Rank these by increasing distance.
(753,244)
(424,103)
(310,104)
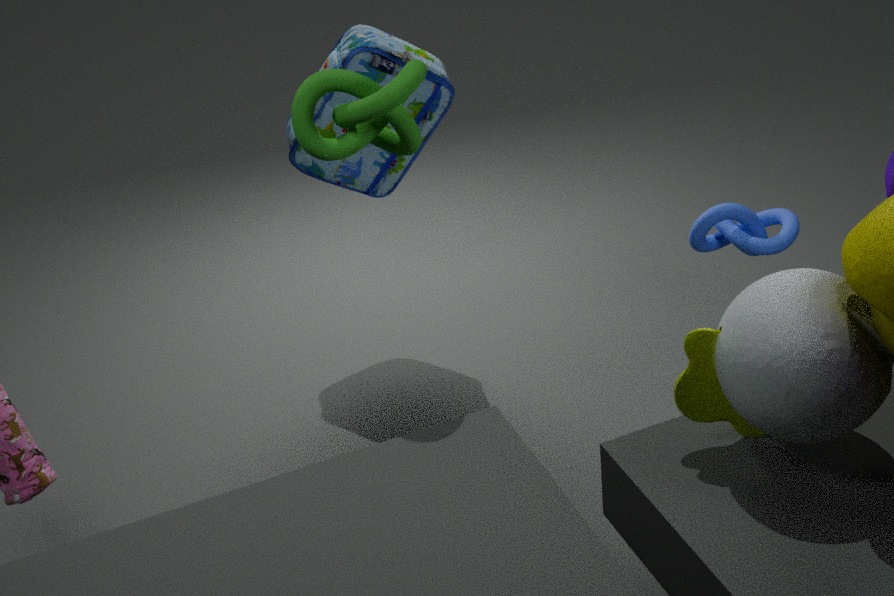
(310,104)
(753,244)
(424,103)
